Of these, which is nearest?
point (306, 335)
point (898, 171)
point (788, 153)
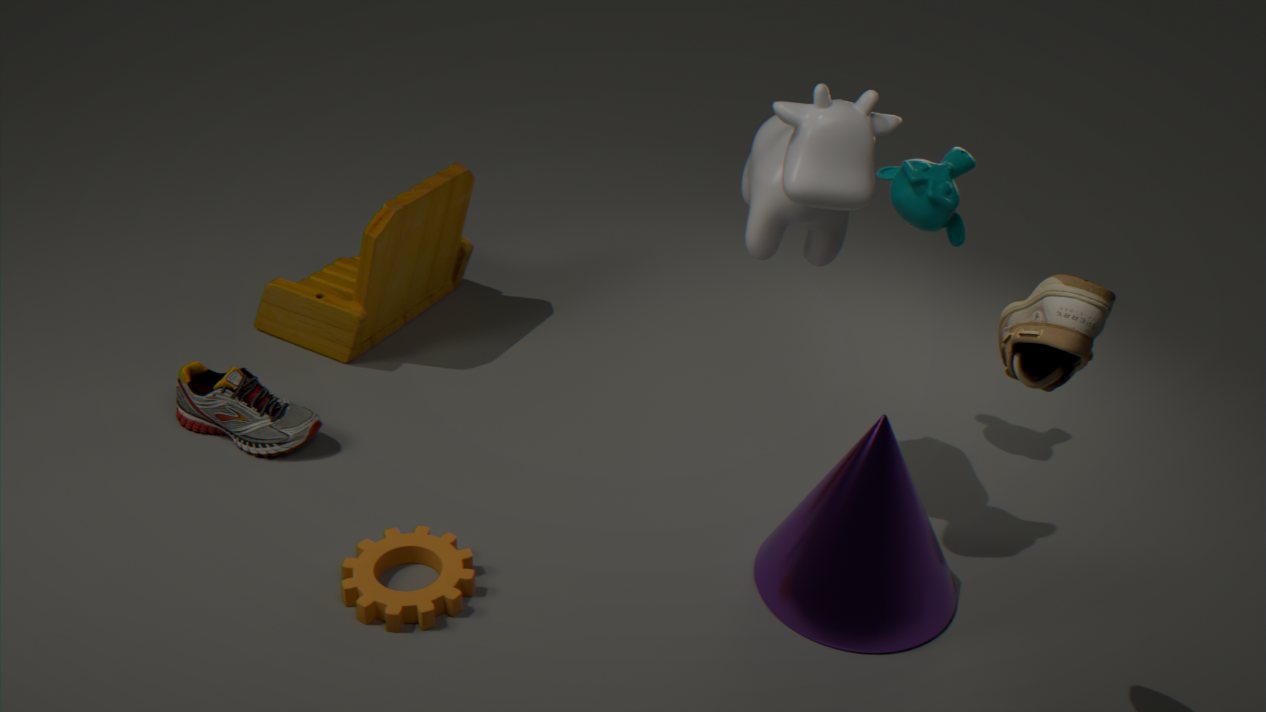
point (788, 153)
